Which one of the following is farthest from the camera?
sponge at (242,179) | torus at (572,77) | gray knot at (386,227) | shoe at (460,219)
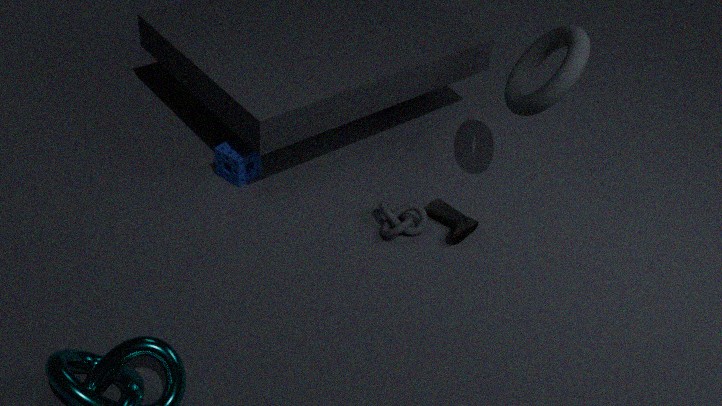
sponge at (242,179)
